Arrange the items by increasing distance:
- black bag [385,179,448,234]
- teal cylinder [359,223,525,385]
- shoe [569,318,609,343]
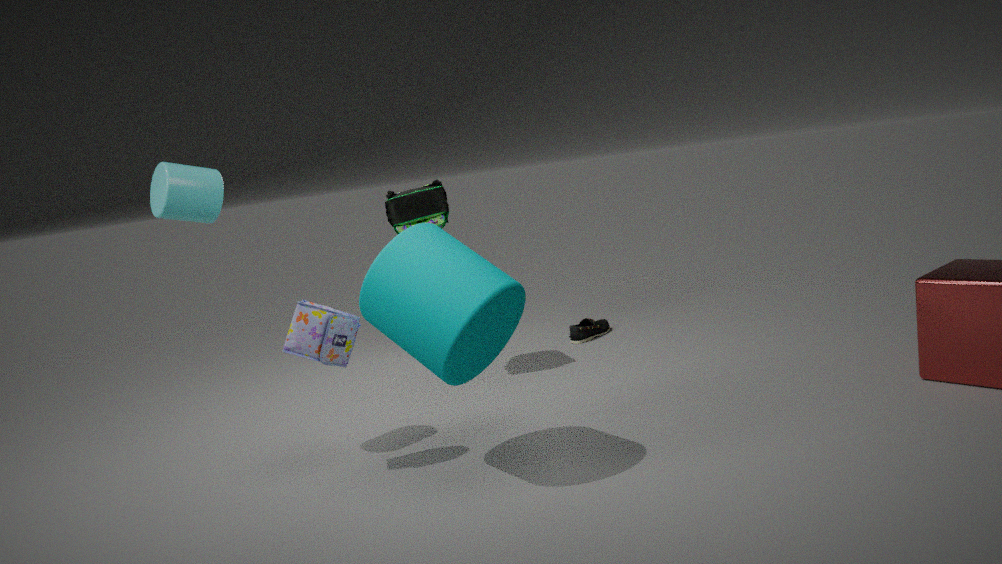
teal cylinder [359,223,525,385]
black bag [385,179,448,234]
shoe [569,318,609,343]
